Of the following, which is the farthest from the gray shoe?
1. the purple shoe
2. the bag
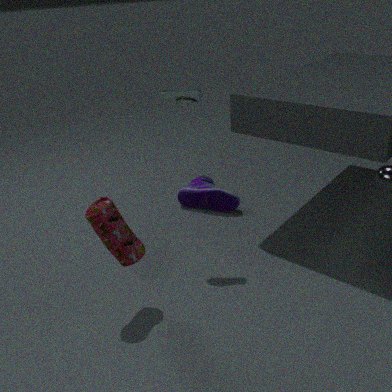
the purple shoe
